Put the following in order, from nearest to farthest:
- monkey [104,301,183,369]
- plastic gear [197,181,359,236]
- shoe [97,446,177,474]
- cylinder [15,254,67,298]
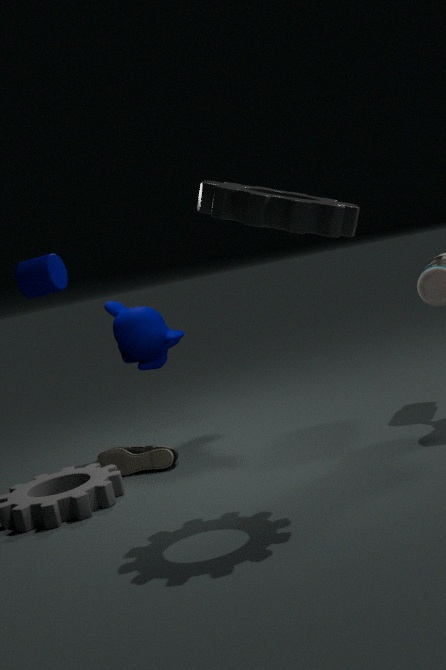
1. plastic gear [197,181,359,236]
2. cylinder [15,254,67,298]
3. shoe [97,446,177,474]
4. monkey [104,301,183,369]
